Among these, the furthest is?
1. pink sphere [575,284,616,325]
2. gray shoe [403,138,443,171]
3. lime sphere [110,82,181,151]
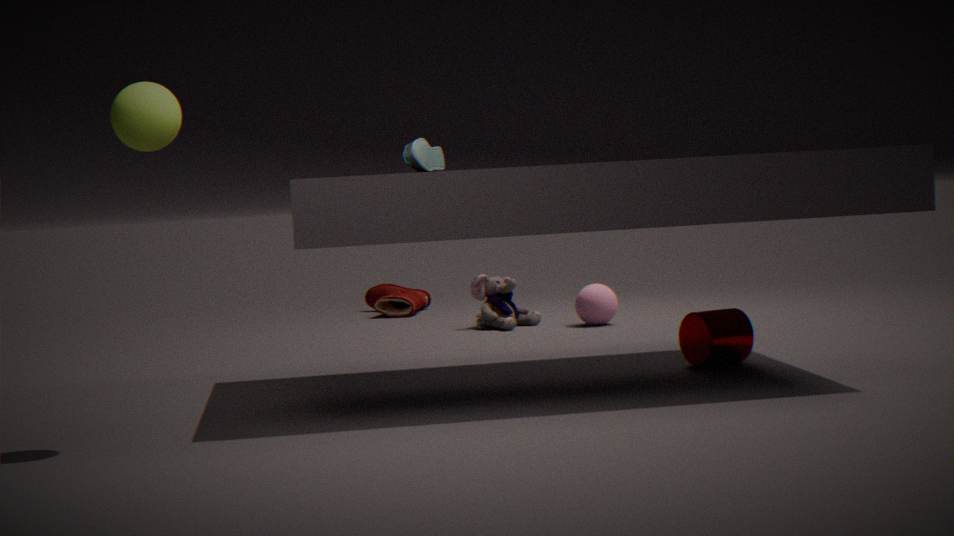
pink sphere [575,284,616,325]
